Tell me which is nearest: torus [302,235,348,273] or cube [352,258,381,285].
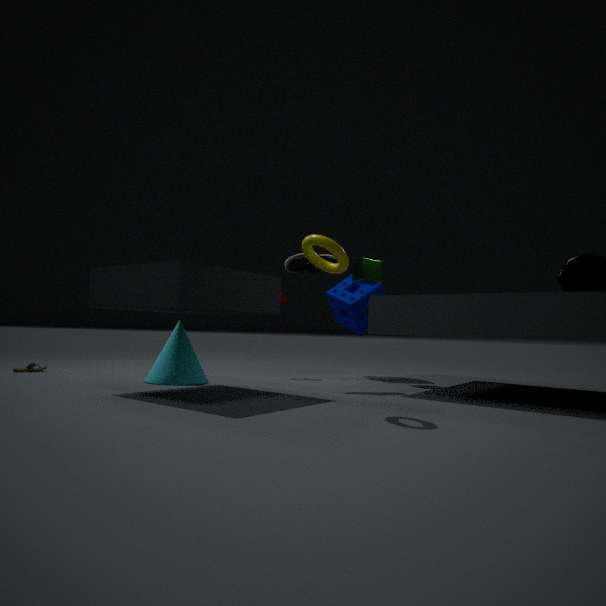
torus [302,235,348,273]
